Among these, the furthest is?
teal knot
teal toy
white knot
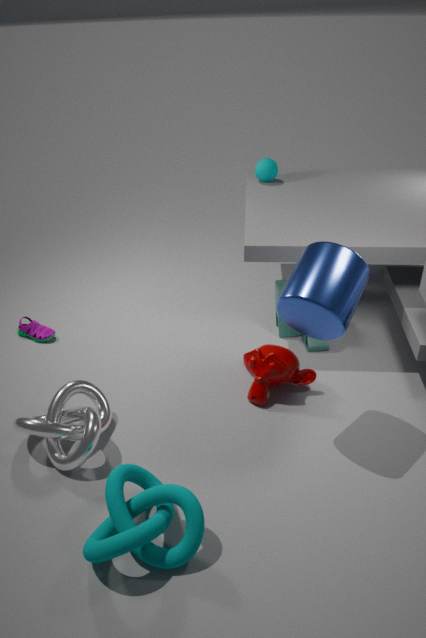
teal toy
